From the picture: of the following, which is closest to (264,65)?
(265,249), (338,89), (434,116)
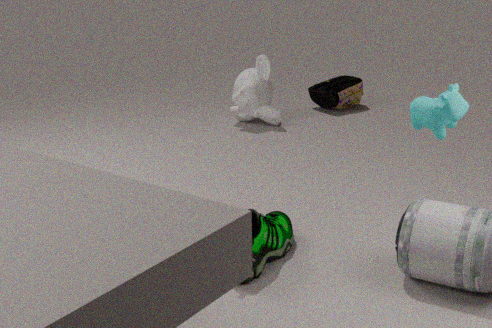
(338,89)
